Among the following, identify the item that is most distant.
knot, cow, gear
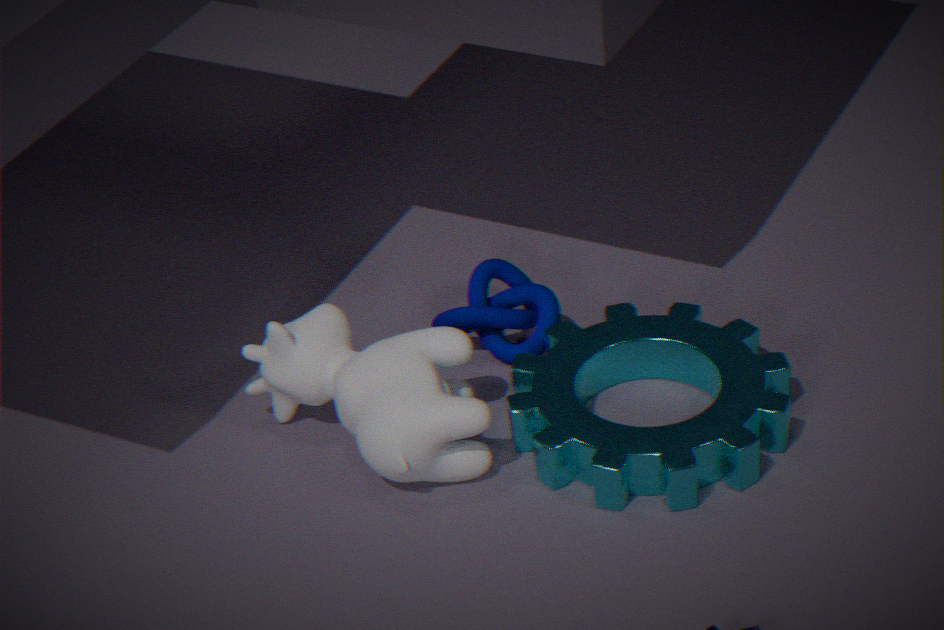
knot
